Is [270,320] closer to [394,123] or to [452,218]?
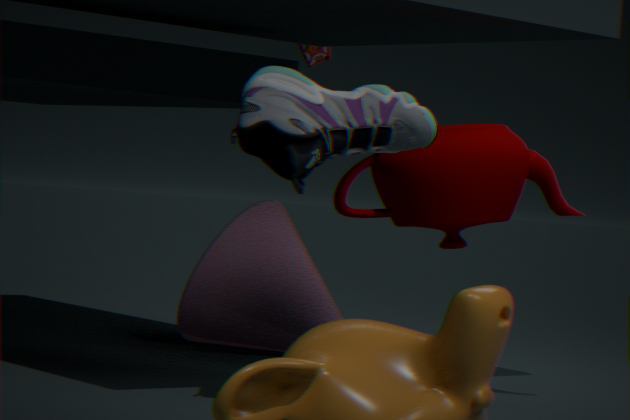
[452,218]
